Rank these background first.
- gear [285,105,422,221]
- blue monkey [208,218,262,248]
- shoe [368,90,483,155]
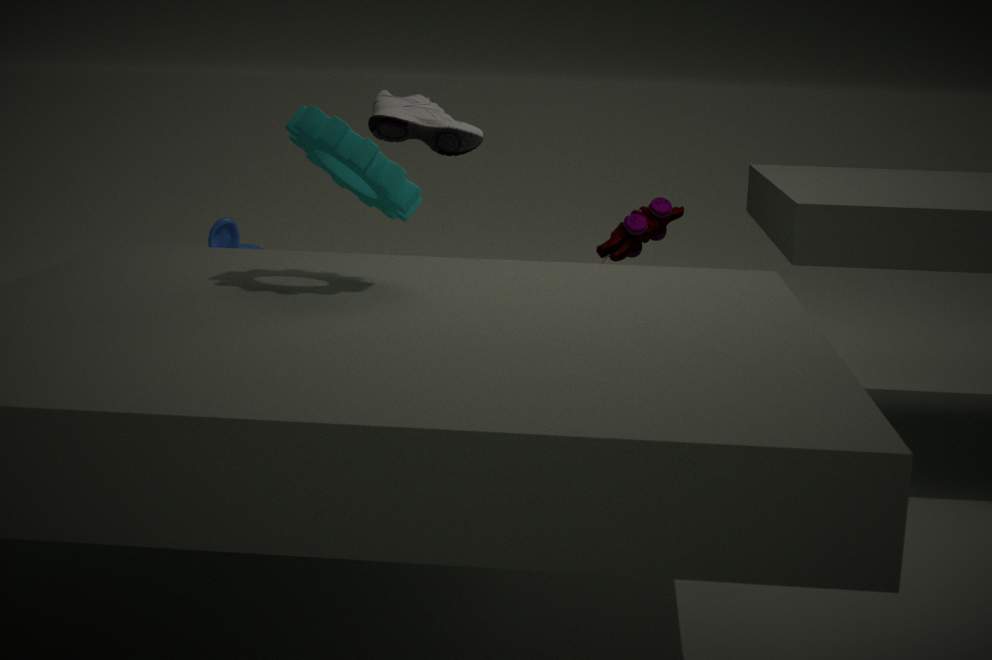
1. blue monkey [208,218,262,248]
2. shoe [368,90,483,155]
3. gear [285,105,422,221]
